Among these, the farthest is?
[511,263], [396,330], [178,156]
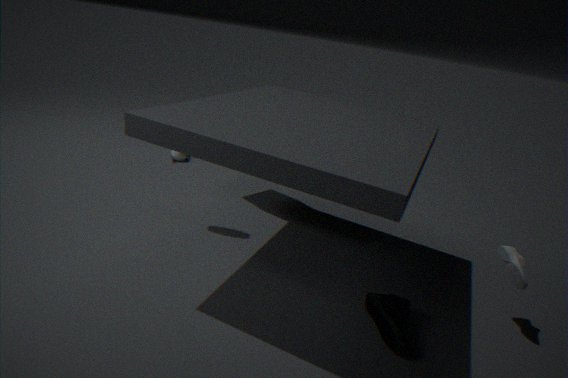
[178,156]
